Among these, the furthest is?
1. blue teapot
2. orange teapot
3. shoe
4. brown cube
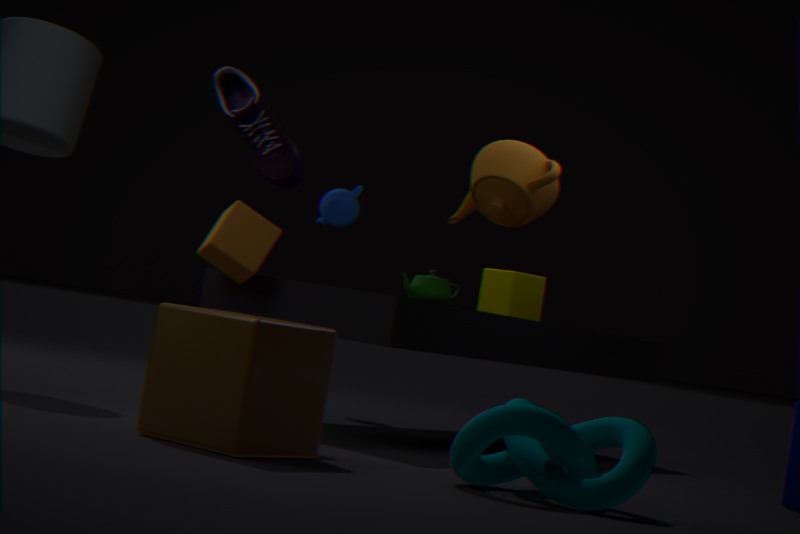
blue teapot
